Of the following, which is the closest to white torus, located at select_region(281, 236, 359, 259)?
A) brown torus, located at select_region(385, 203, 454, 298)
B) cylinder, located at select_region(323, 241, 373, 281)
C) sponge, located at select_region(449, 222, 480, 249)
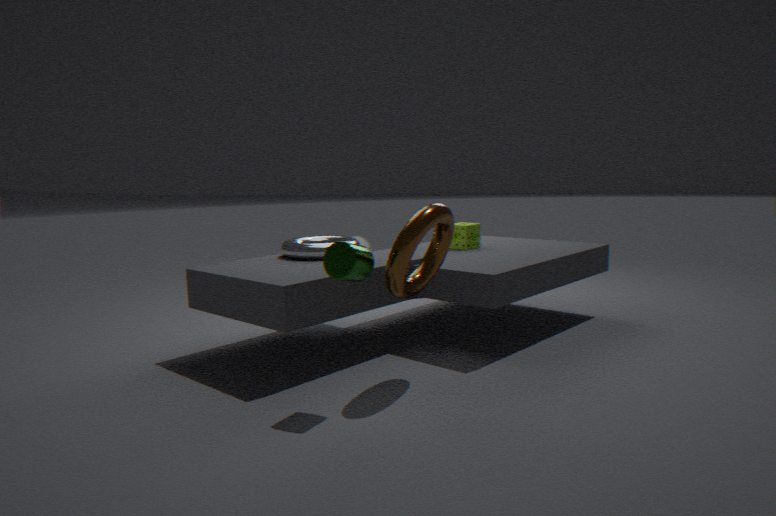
sponge, located at select_region(449, 222, 480, 249)
